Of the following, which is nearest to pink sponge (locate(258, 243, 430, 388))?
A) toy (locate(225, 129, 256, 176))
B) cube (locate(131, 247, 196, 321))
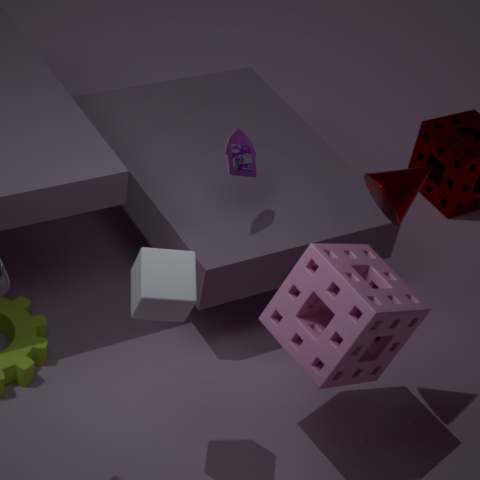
cube (locate(131, 247, 196, 321))
